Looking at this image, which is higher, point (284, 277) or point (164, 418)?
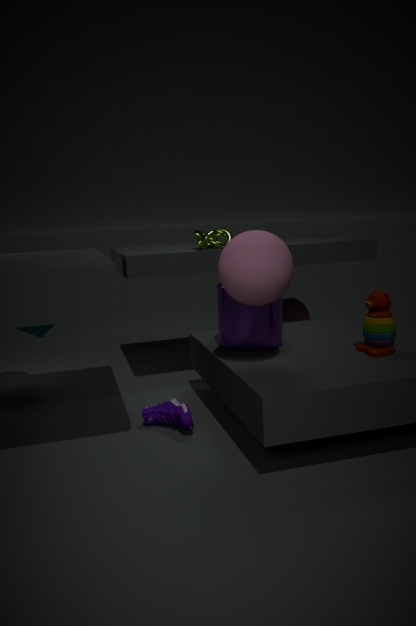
point (284, 277)
